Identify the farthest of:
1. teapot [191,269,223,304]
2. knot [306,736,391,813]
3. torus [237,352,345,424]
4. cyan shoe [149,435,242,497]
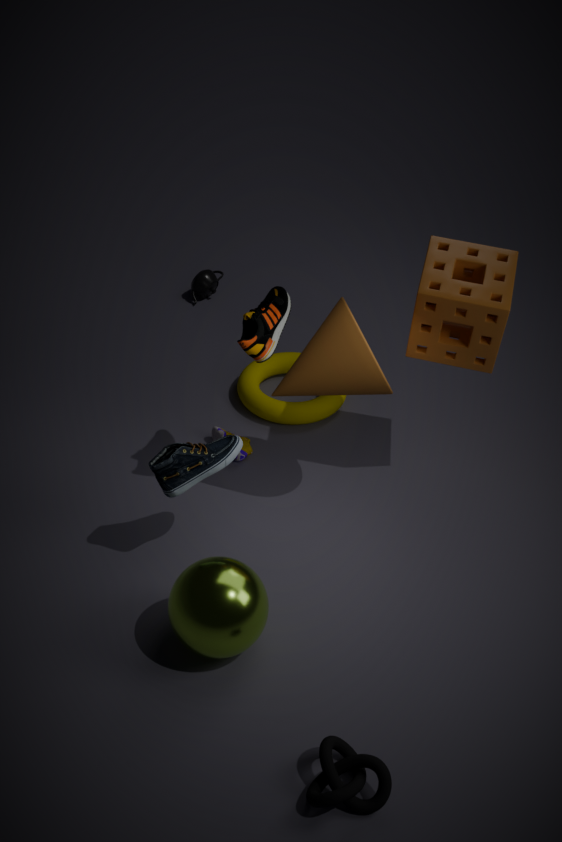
teapot [191,269,223,304]
